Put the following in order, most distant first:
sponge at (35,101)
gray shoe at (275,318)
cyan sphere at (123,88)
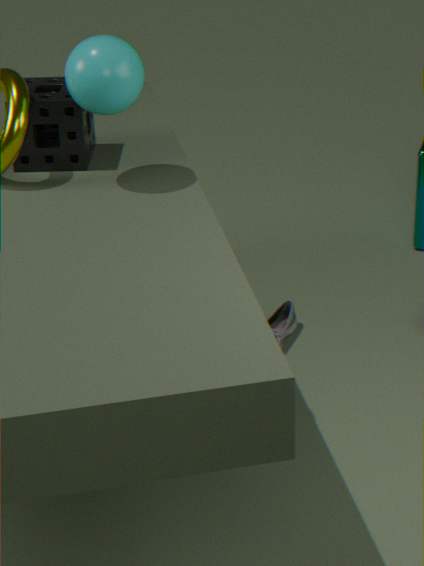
gray shoe at (275,318) → sponge at (35,101) → cyan sphere at (123,88)
